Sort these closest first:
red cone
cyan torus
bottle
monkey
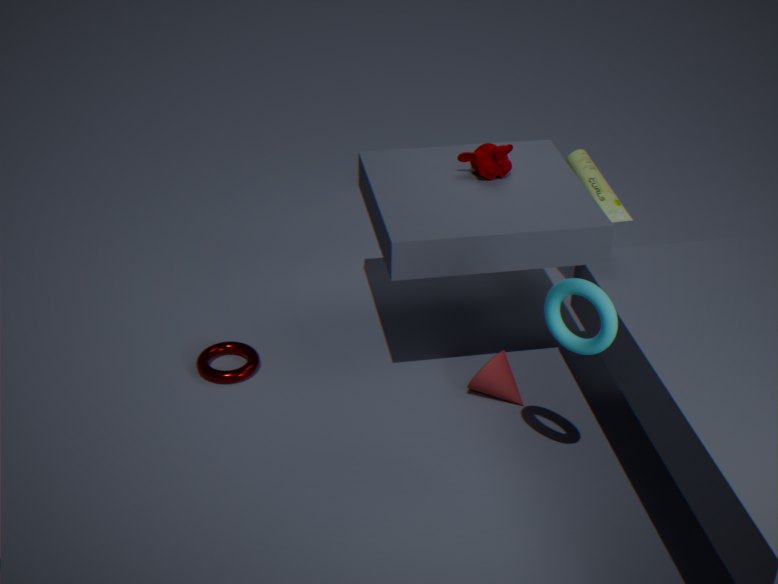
1. cyan torus
2. red cone
3. monkey
4. bottle
